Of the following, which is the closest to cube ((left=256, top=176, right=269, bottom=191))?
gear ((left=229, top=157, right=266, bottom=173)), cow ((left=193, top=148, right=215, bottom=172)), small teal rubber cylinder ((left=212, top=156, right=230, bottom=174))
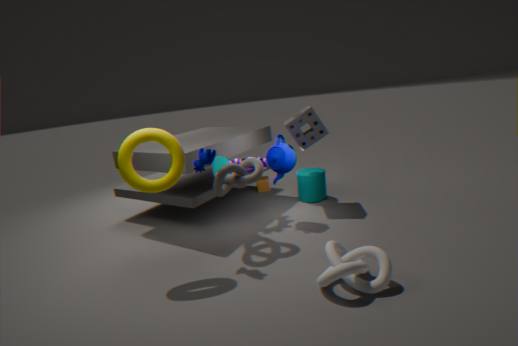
gear ((left=229, top=157, right=266, bottom=173))
